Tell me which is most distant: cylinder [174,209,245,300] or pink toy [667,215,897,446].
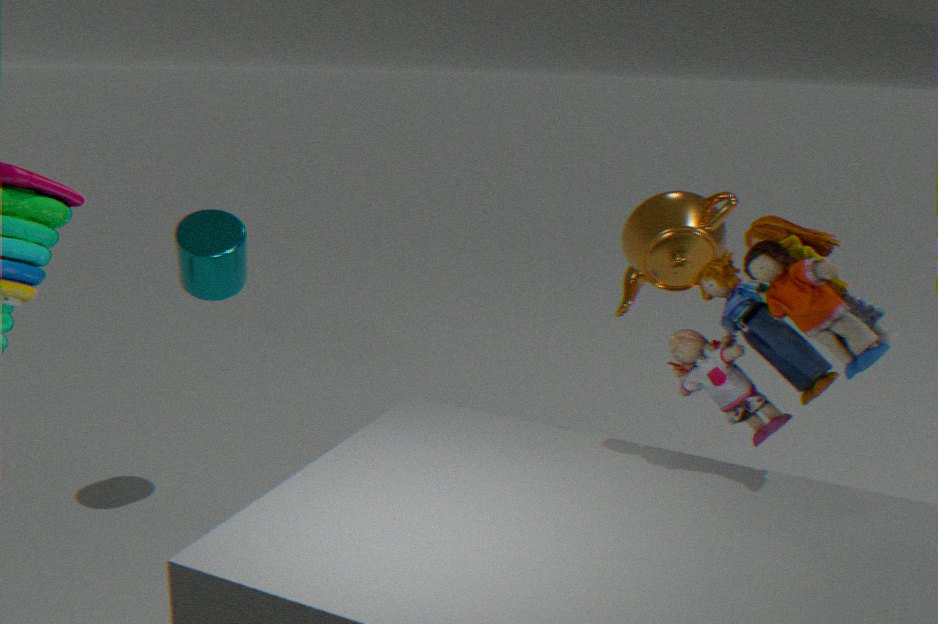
cylinder [174,209,245,300]
